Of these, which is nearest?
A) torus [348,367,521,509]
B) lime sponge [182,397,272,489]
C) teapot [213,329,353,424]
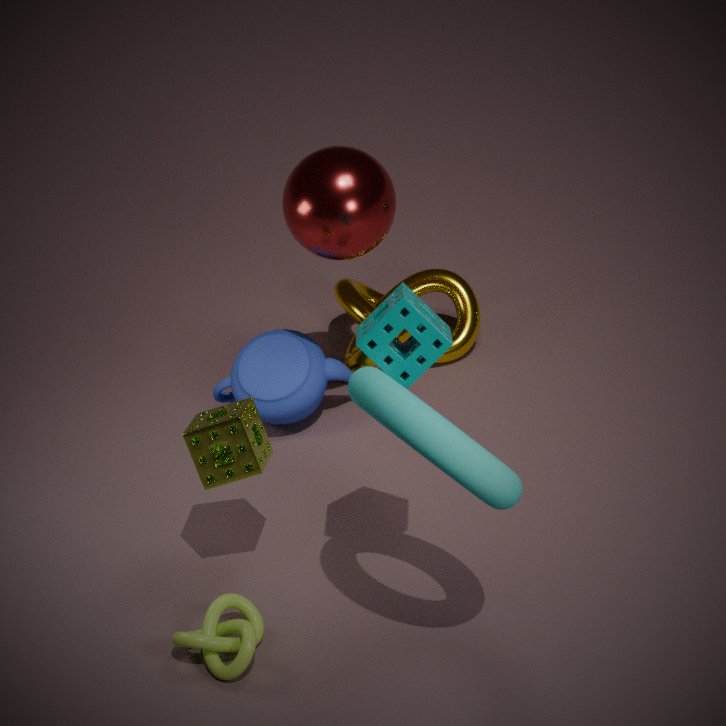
A. torus [348,367,521,509]
